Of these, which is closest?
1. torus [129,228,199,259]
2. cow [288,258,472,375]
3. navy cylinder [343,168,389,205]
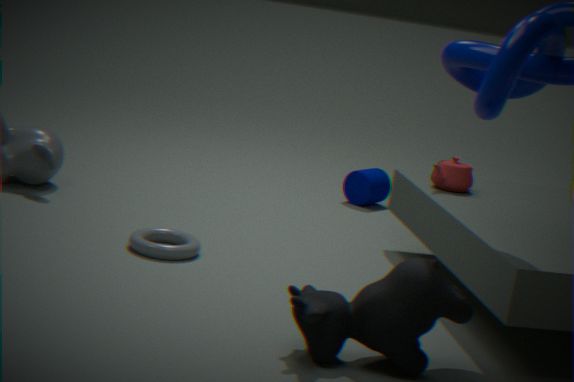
cow [288,258,472,375]
